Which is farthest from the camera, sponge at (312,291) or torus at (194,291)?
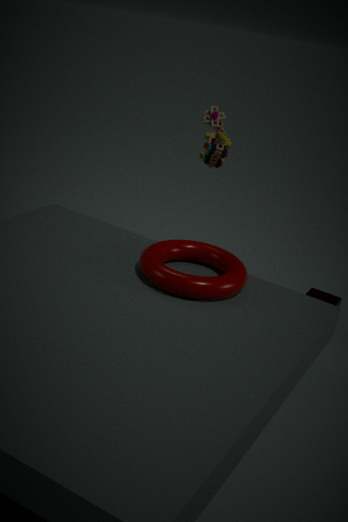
sponge at (312,291)
